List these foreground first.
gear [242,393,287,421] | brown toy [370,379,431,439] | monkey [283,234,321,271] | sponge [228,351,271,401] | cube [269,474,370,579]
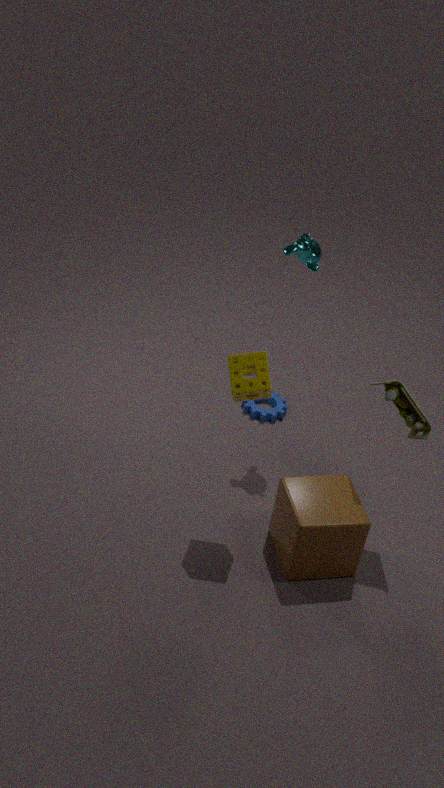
1. sponge [228,351,271,401]
2. cube [269,474,370,579]
3. brown toy [370,379,431,439]
4. monkey [283,234,321,271]
5. gear [242,393,287,421]
